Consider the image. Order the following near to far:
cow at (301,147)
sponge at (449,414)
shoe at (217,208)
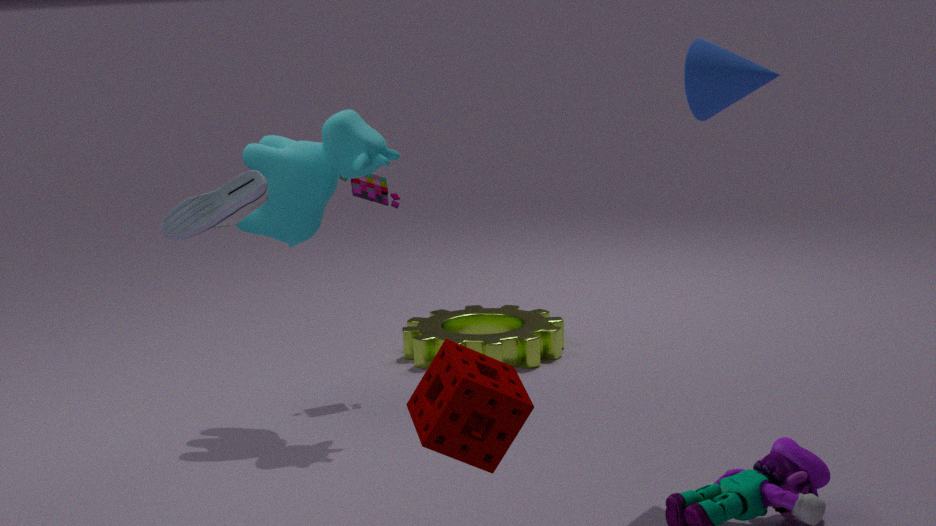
1. sponge at (449,414)
2. shoe at (217,208)
3. cow at (301,147)
